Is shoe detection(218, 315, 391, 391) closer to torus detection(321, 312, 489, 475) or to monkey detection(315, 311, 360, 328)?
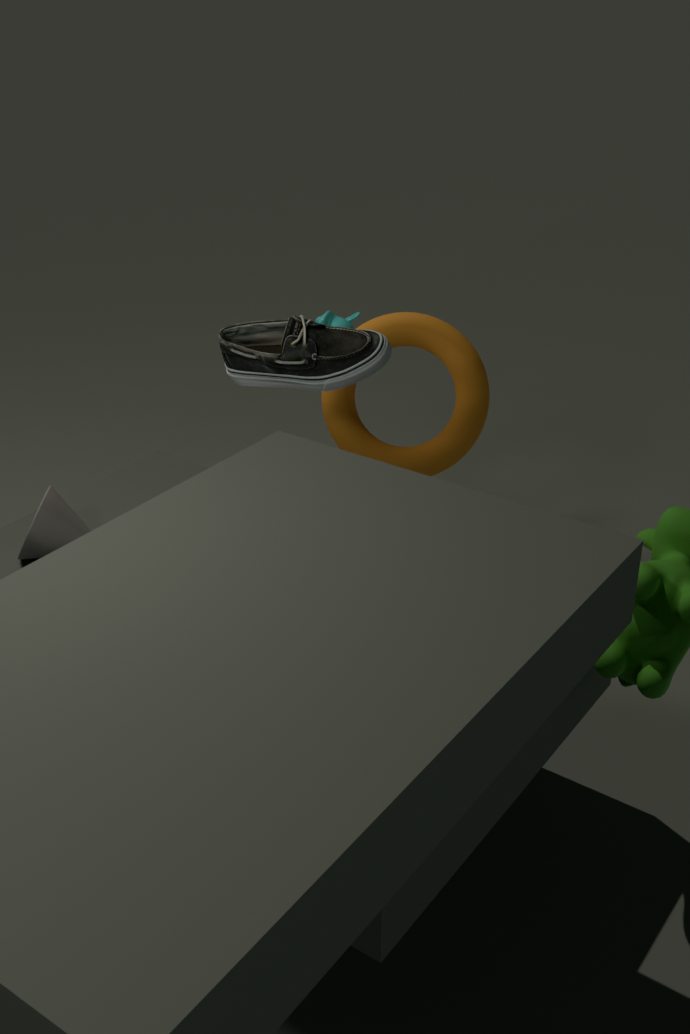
torus detection(321, 312, 489, 475)
